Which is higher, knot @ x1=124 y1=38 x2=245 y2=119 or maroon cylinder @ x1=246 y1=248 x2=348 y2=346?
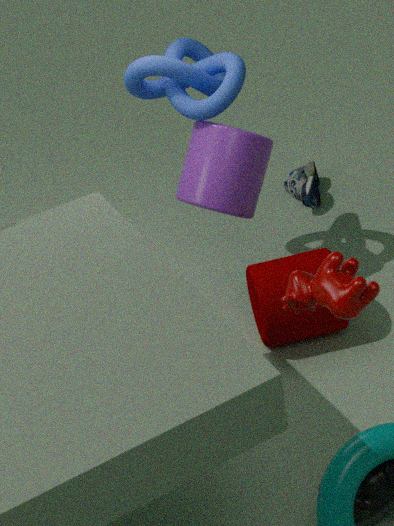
knot @ x1=124 y1=38 x2=245 y2=119
